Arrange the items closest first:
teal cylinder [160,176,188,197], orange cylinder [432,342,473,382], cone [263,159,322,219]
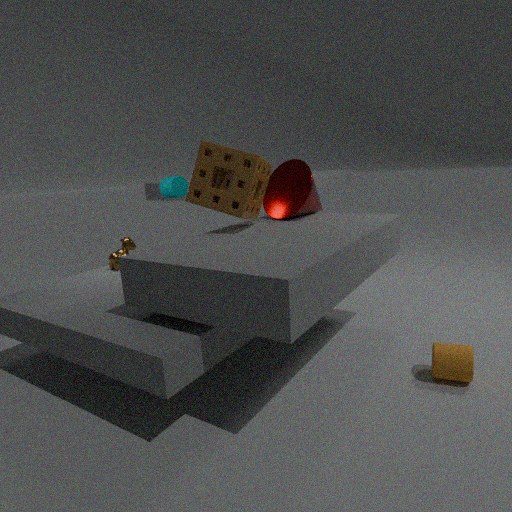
orange cylinder [432,342,473,382]
cone [263,159,322,219]
teal cylinder [160,176,188,197]
